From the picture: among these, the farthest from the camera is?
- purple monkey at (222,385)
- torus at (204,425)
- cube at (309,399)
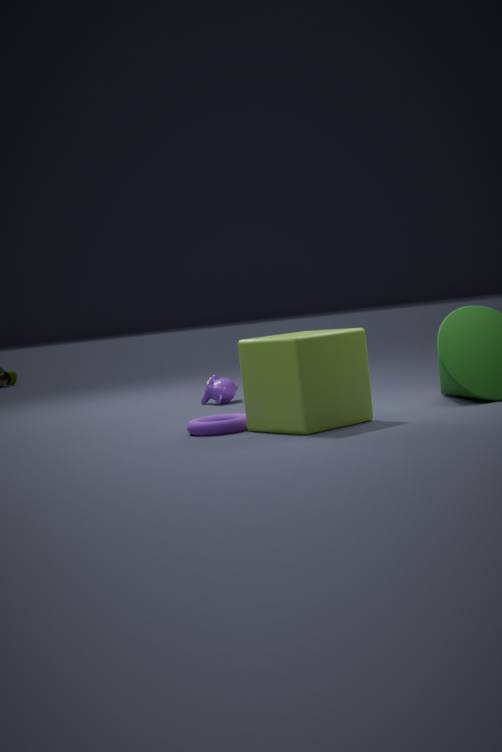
purple monkey at (222,385)
